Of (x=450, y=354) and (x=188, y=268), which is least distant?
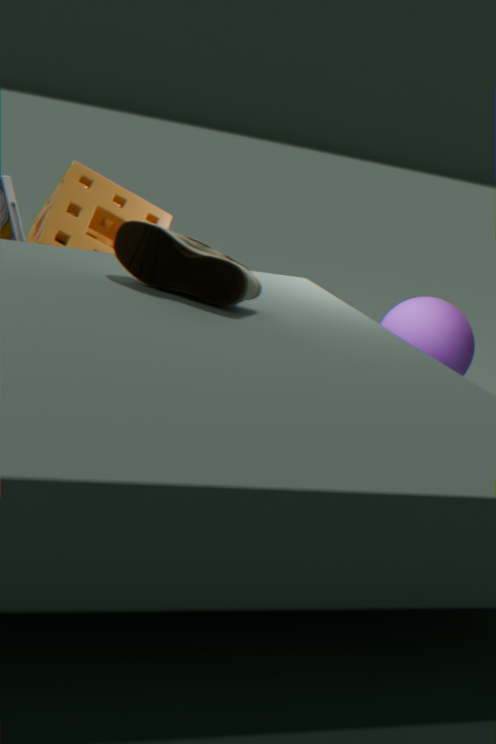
(x=188, y=268)
